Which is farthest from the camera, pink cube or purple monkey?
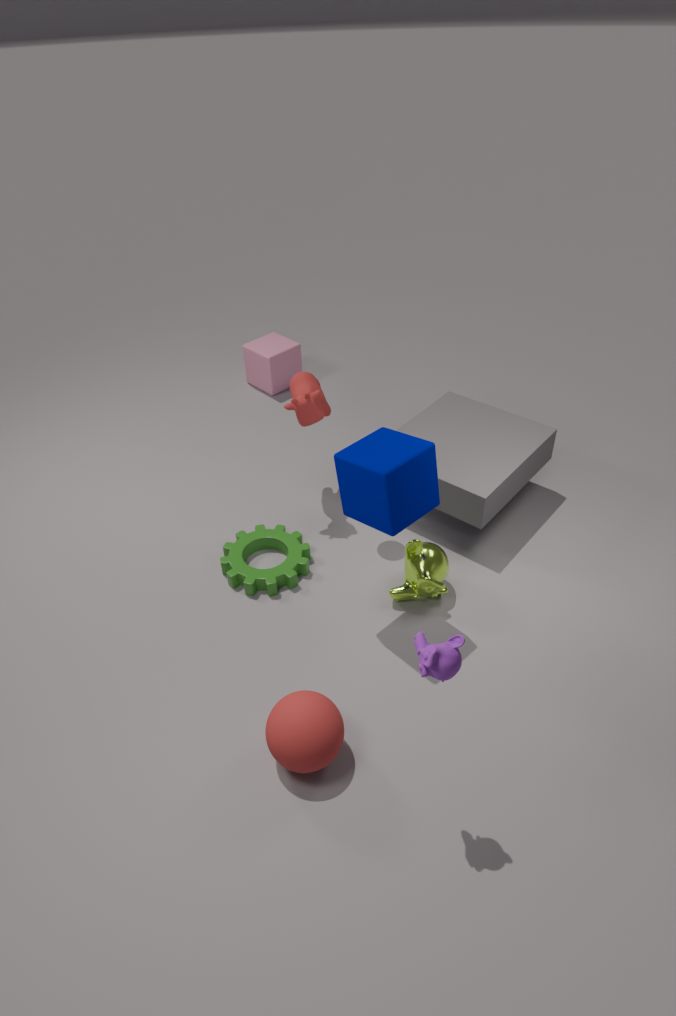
pink cube
